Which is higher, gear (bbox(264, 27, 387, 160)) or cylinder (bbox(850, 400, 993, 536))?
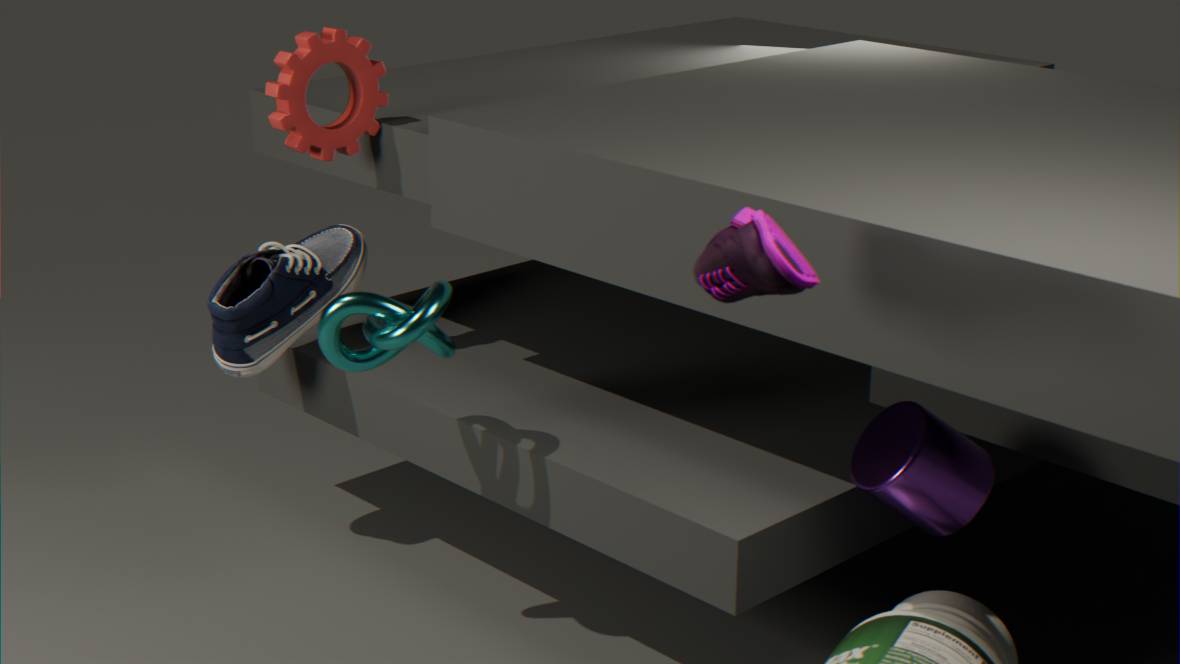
gear (bbox(264, 27, 387, 160))
